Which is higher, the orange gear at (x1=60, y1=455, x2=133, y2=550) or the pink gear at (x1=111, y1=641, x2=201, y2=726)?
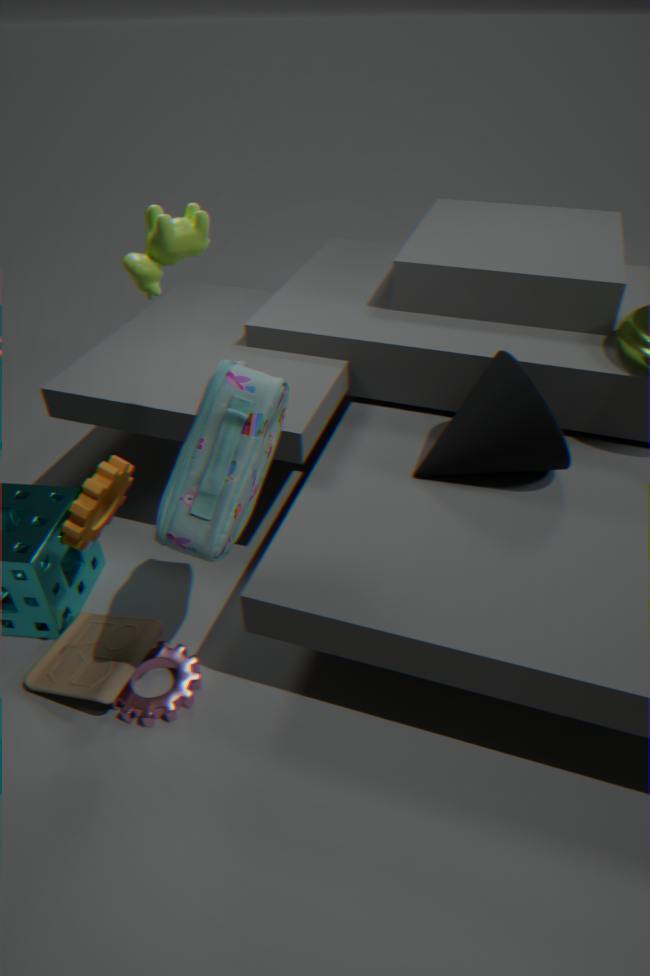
the orange gear at (x1=60, y1=455, x2=133, y2=550)
